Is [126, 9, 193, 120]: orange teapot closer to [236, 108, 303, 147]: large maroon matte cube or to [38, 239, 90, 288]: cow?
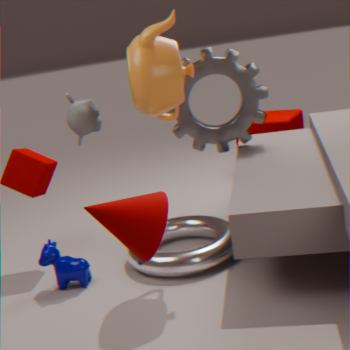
[38, 239, 90, 288]: cow
